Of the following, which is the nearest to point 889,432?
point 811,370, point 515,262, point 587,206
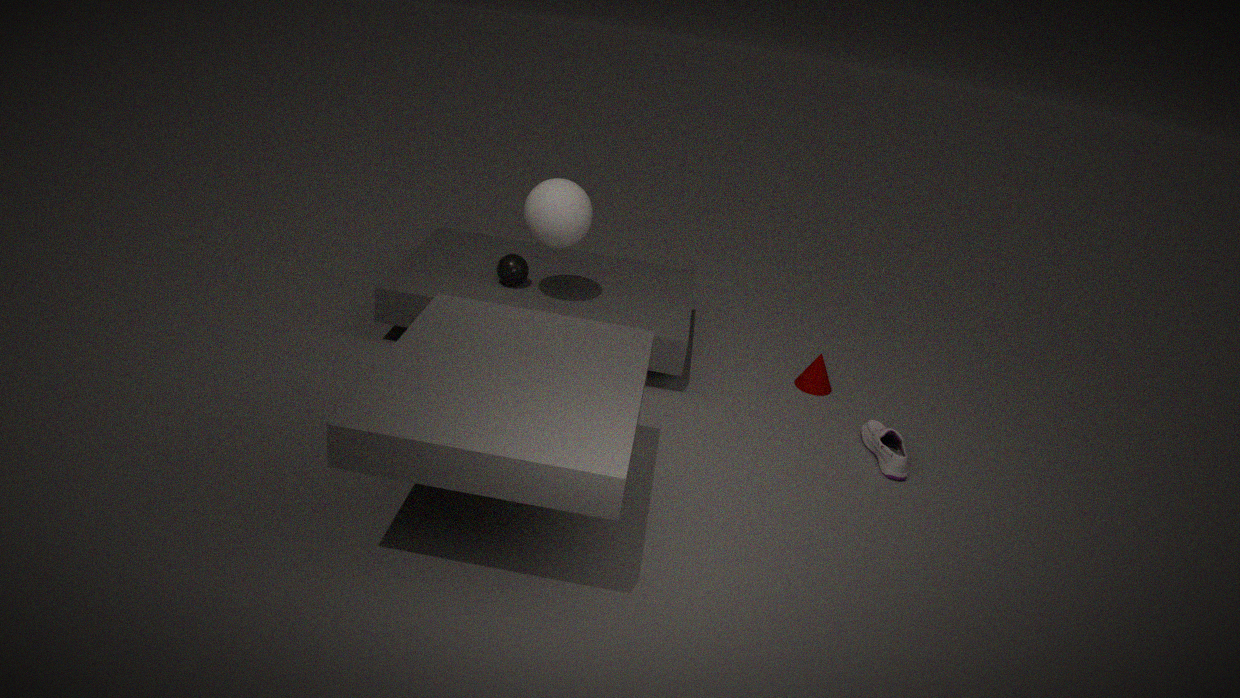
point 811,370
